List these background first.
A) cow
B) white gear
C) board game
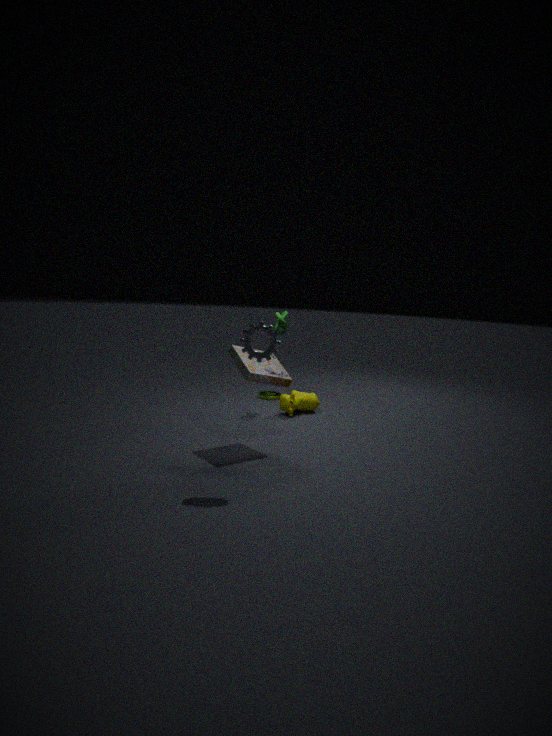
cow
board game
white gear
